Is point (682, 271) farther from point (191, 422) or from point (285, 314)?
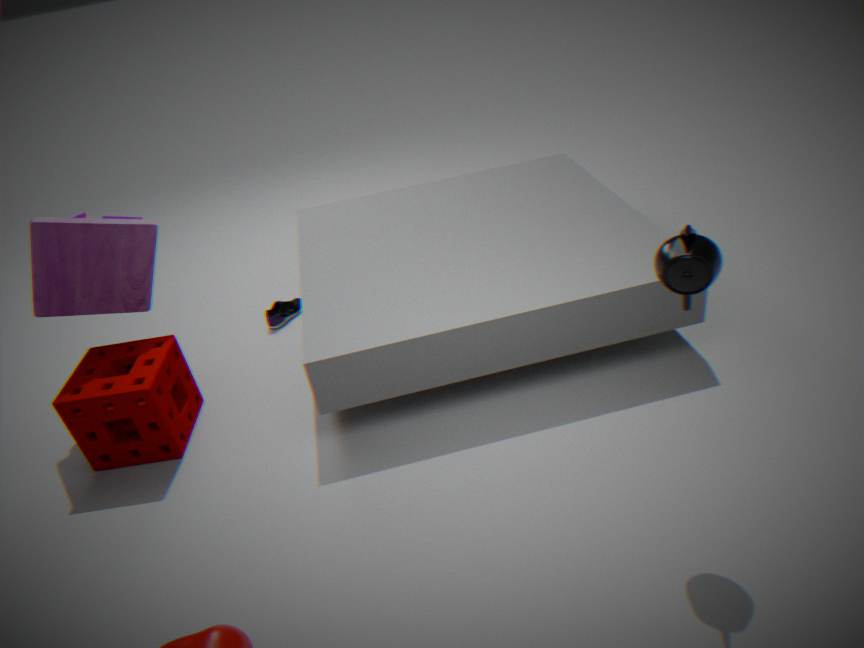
point (285, 314)
